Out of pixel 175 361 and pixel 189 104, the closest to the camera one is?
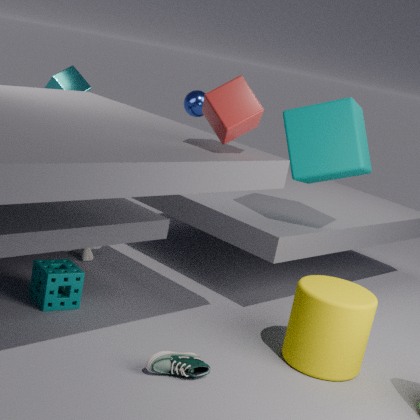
pixel 175 361
